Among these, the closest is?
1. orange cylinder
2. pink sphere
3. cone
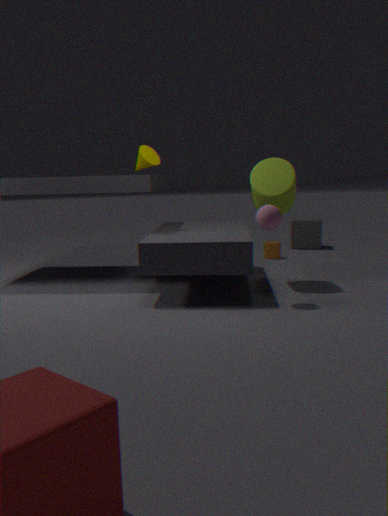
pink sphere
